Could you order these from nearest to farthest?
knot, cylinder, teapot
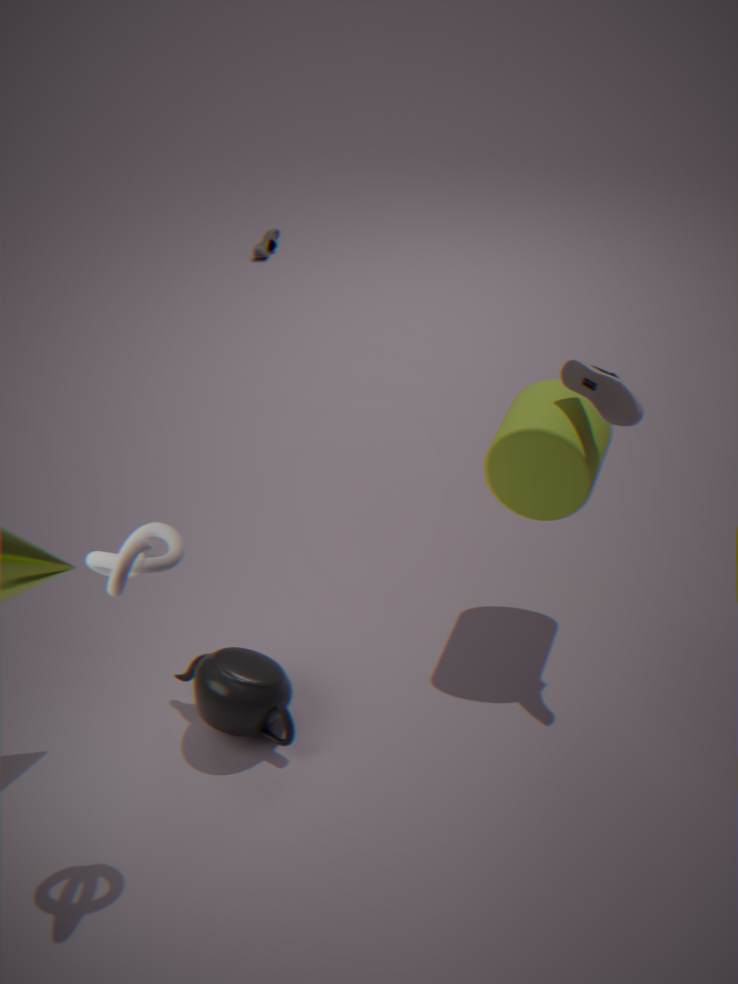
knot < cylinder < teapot
